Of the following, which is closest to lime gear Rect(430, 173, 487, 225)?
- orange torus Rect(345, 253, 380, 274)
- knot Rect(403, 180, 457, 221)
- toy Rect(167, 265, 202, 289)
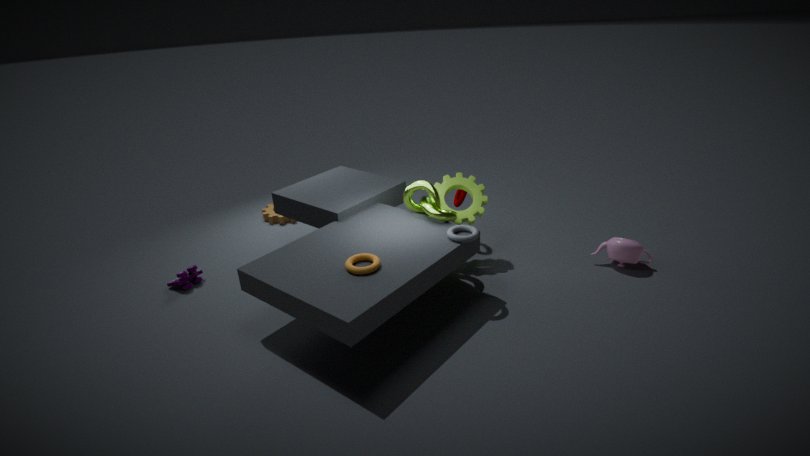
knot Rect(403, 180, 457, 221)
